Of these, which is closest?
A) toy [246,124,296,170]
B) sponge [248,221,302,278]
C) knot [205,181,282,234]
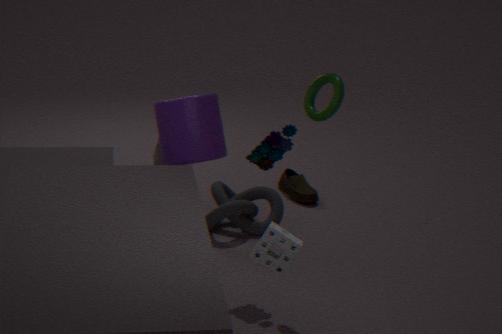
sponge [248,221,302,278]
